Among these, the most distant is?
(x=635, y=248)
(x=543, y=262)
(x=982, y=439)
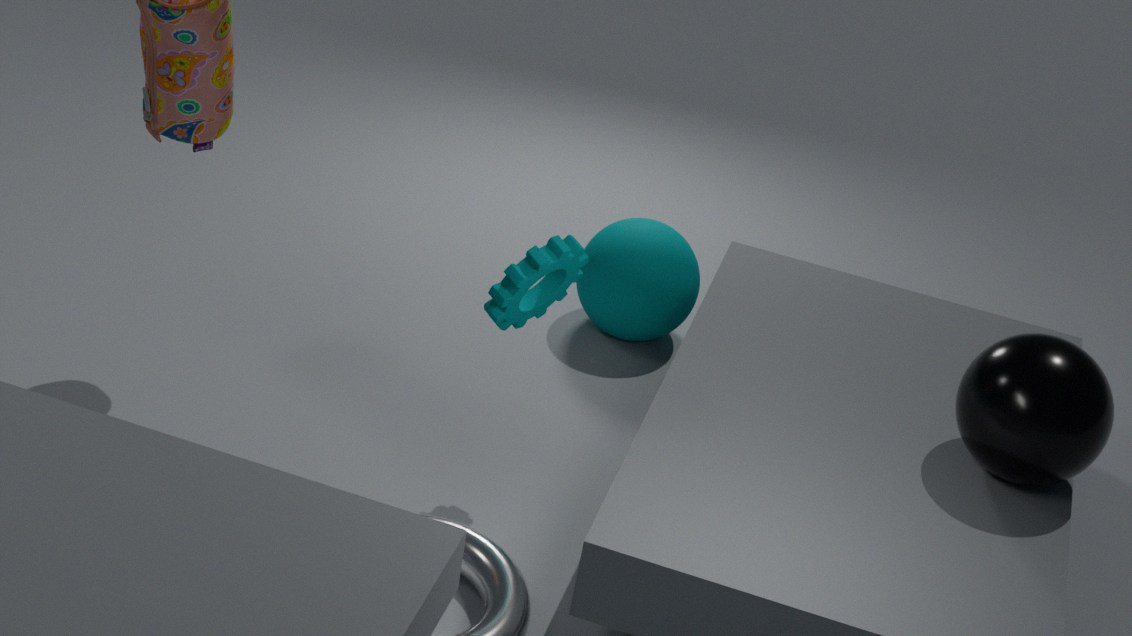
(x=635, y=248)
